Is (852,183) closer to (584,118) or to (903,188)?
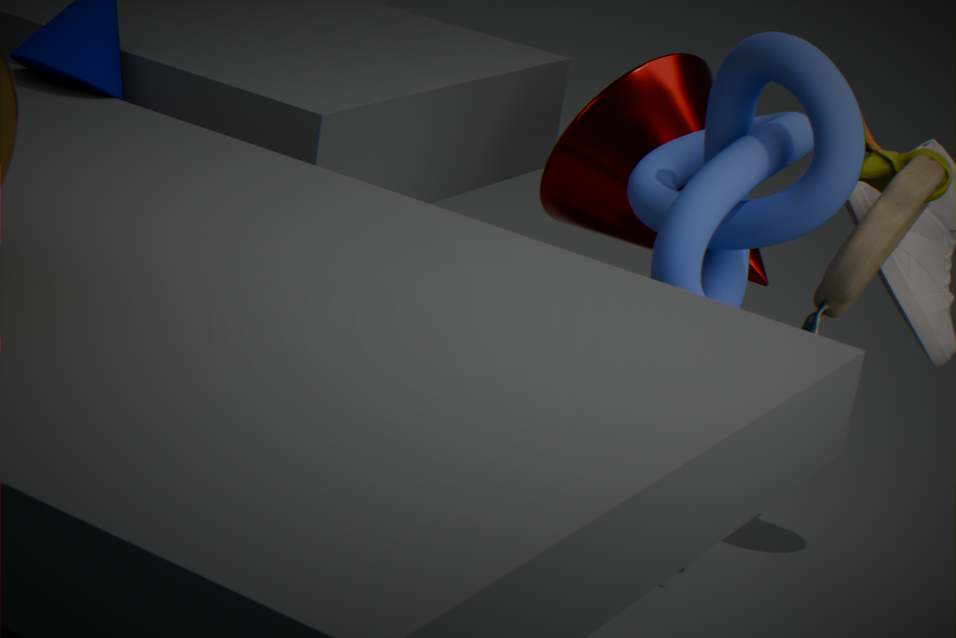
(903,188)
